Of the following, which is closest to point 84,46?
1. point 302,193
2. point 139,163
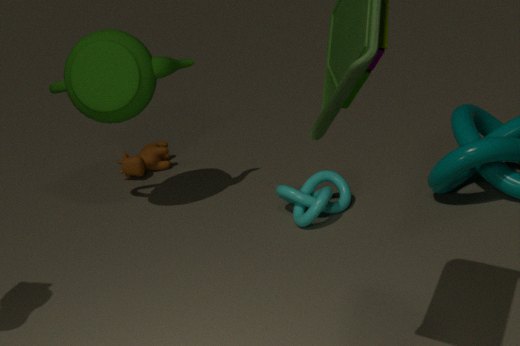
point 139,163
